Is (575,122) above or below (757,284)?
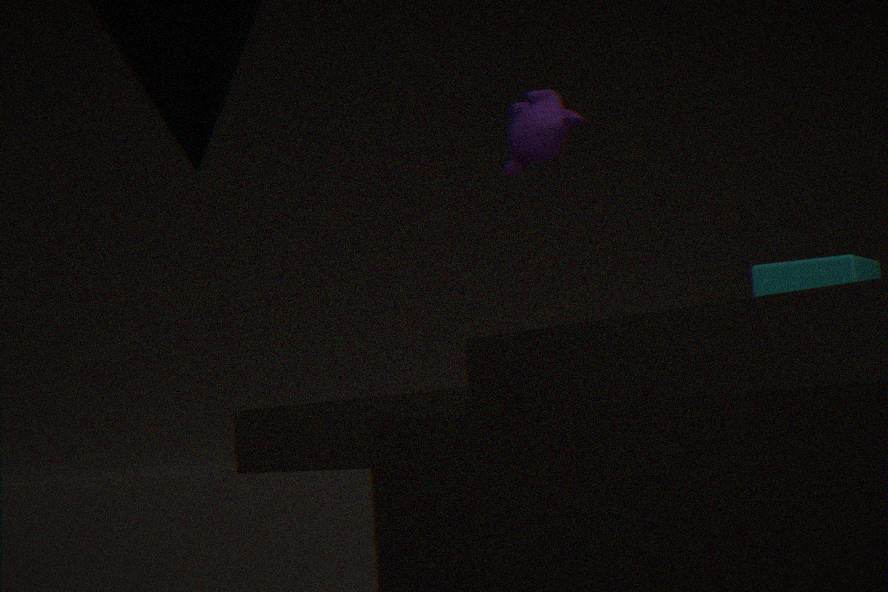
above
